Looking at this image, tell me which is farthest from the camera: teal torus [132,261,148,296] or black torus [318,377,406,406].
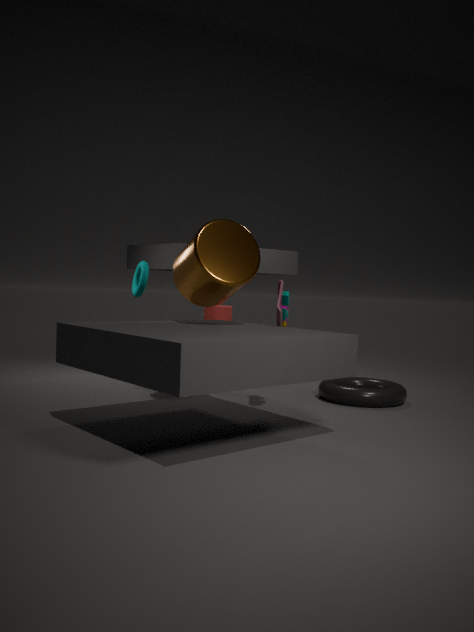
teal torus [132,261,148,296]
